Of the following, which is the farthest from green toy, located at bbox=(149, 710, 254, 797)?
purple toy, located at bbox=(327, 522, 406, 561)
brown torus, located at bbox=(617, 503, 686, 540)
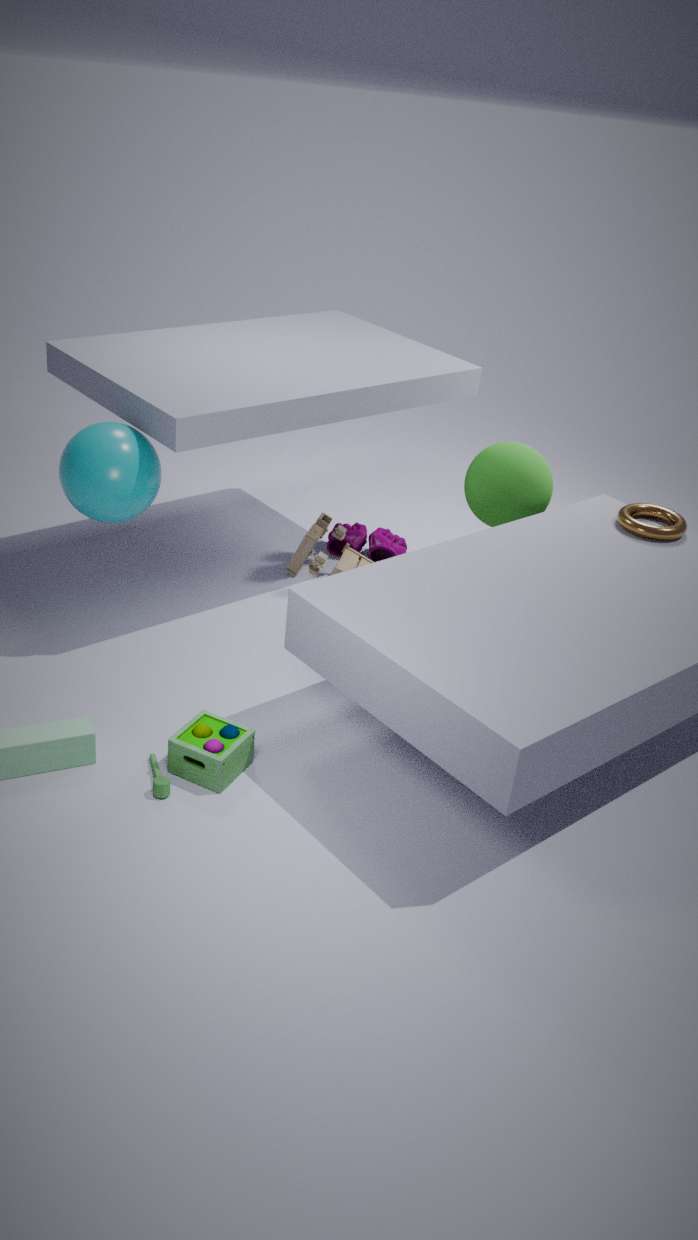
brown torus, located at bbox=(617, 503, 686, 540)
